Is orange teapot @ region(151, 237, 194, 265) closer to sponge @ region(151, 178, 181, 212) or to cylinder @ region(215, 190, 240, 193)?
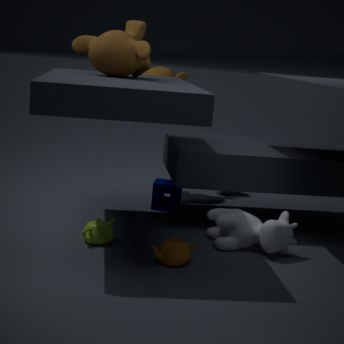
sponge @ region(151, 178, 181, 212)
